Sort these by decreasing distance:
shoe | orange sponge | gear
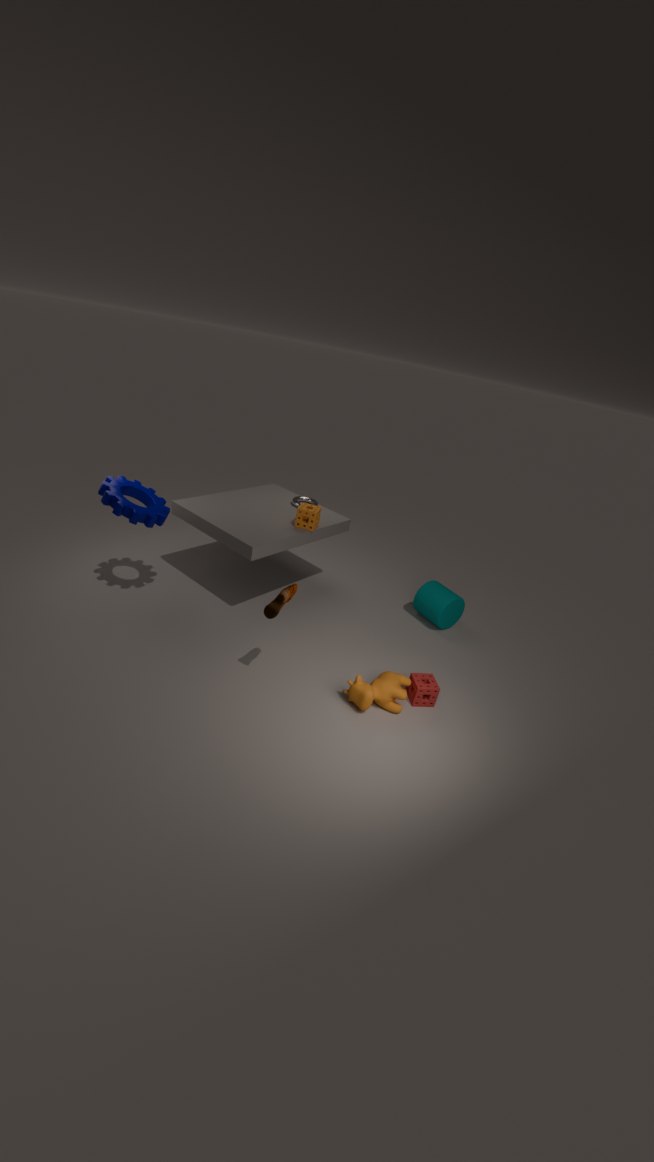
orange sponge → gear → shoe
